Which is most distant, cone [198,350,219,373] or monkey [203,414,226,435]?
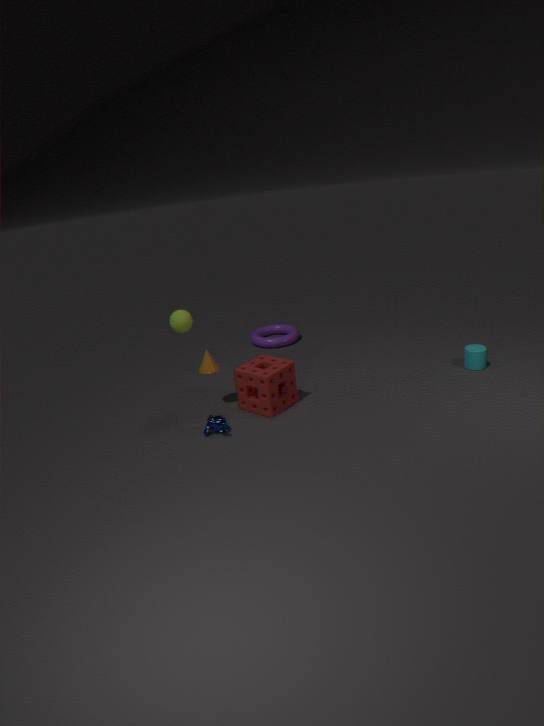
cone [198,350,219,373]
